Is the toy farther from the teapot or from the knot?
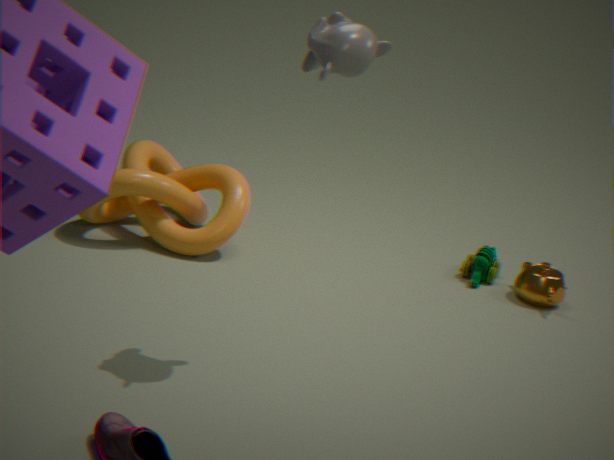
the knot
